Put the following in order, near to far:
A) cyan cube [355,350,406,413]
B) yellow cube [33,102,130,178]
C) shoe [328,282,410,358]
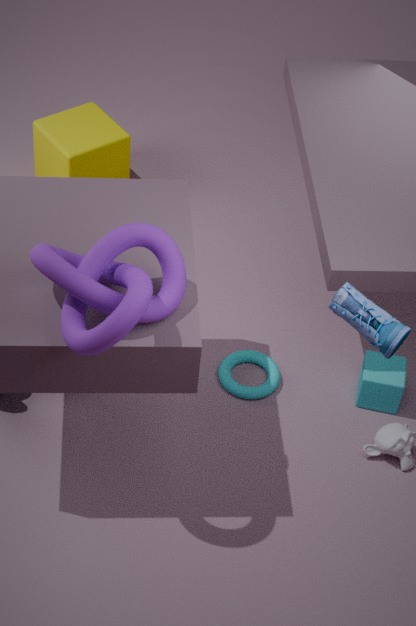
1. shoe [328,282,410,358]
2. cyan cube [355,350,406,413]
3. yellow cube [33,102,130,178]
